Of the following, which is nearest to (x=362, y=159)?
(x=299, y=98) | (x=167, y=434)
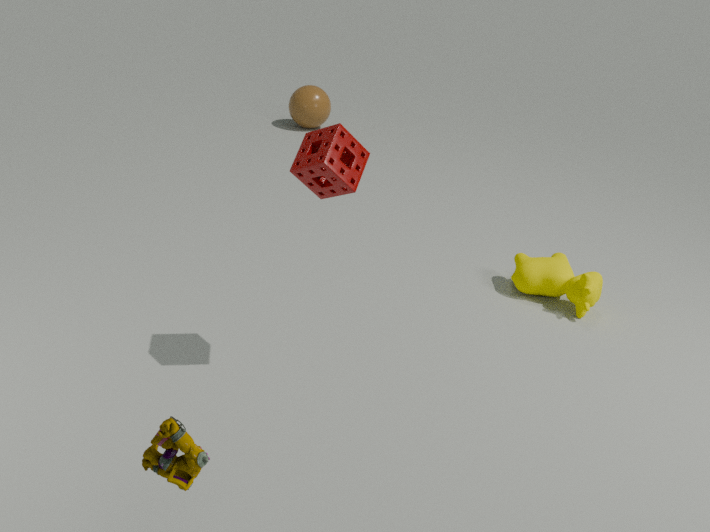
(x=167, y=434)
